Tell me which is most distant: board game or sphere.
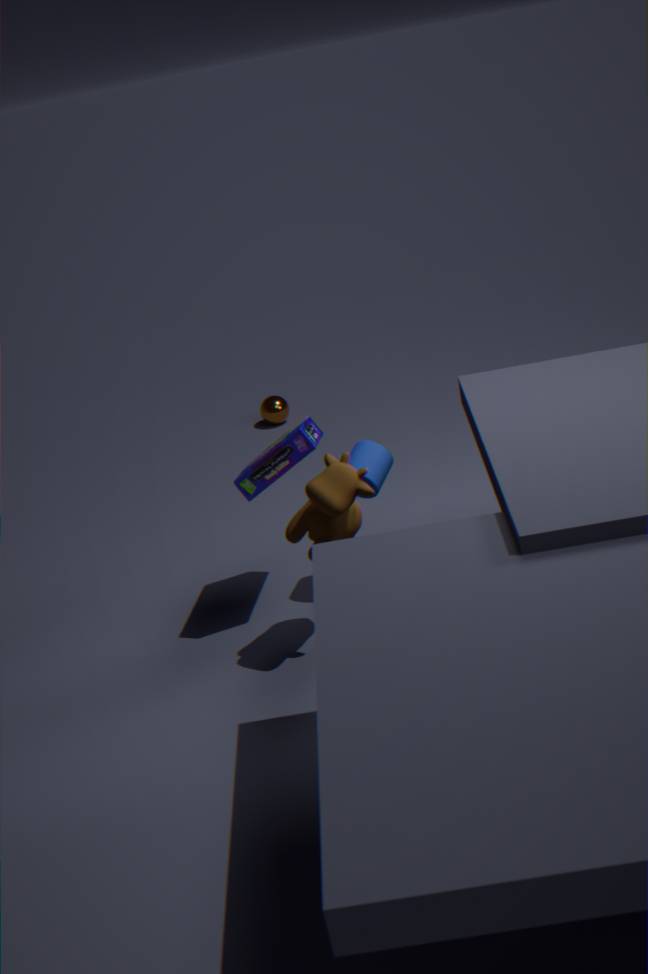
sphere
